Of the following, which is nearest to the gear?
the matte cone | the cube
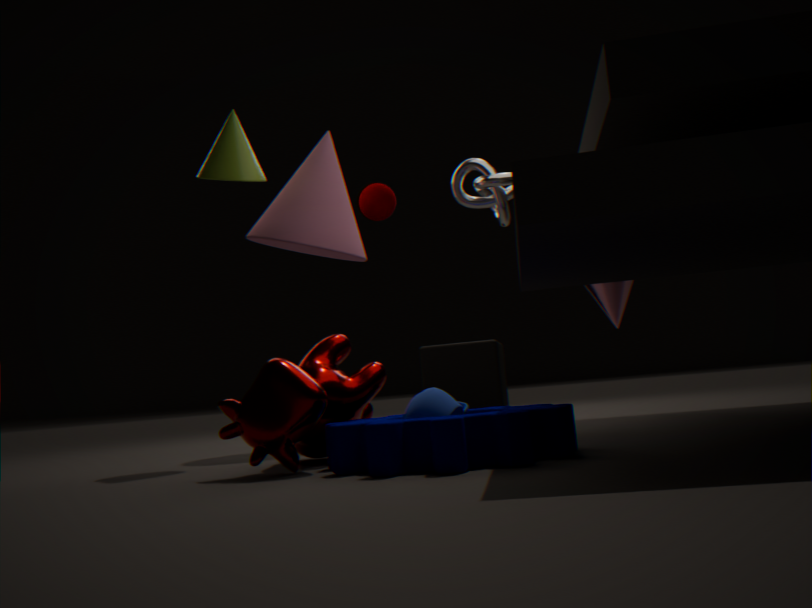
the matte cone
